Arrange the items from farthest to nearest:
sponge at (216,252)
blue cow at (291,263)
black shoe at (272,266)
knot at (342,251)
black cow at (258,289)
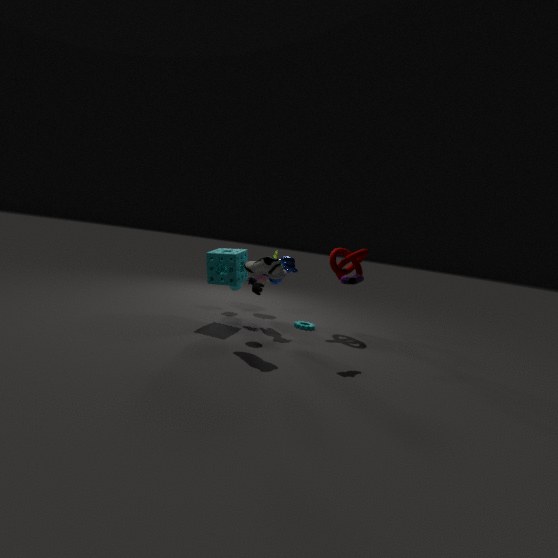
1. knot at (342,251)
2. black cow at (258,289)
3. blue cow at (291,263)
4. sponge at (216,252)
5. black shoe at (272,266)
